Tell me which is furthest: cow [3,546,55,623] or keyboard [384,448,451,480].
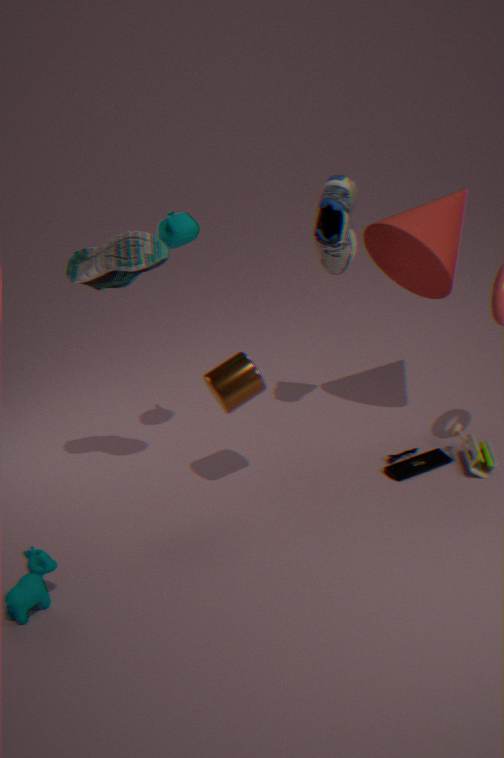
keyboard [384,448,451,480]
